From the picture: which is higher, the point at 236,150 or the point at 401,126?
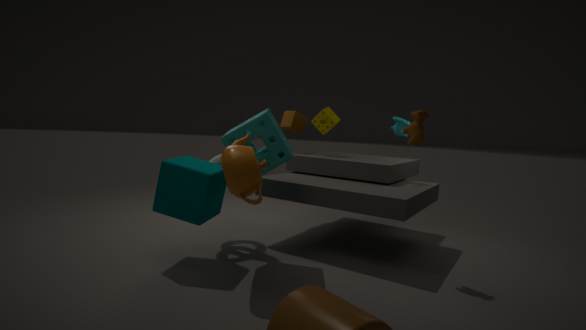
the point at 401,126
